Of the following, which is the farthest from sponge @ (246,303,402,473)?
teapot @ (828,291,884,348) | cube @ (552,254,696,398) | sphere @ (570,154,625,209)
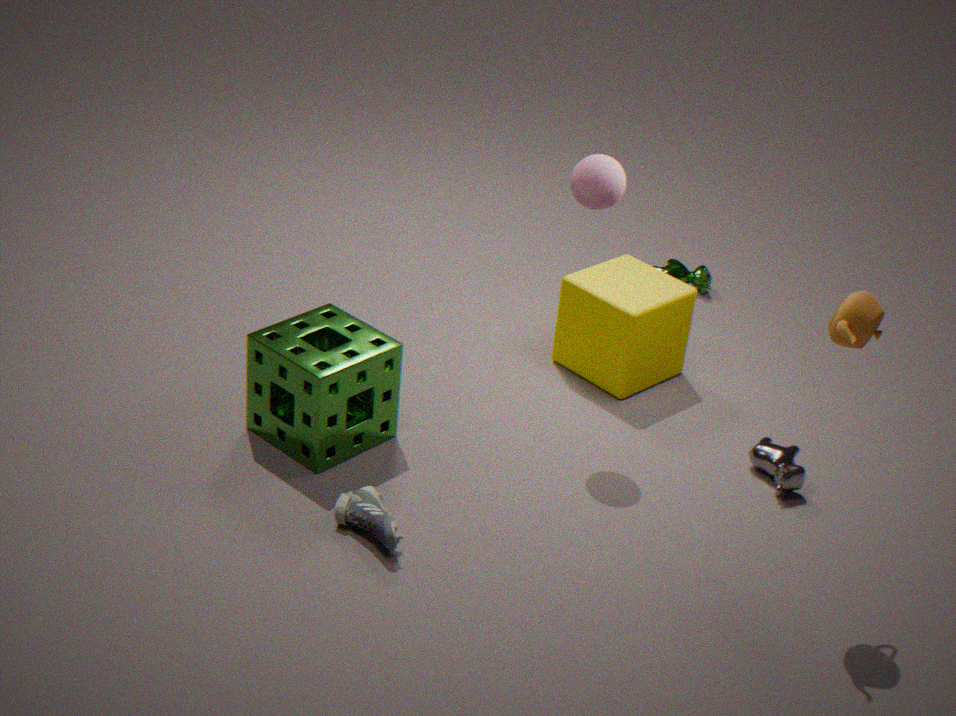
teapot @ (828,291,884,348)
